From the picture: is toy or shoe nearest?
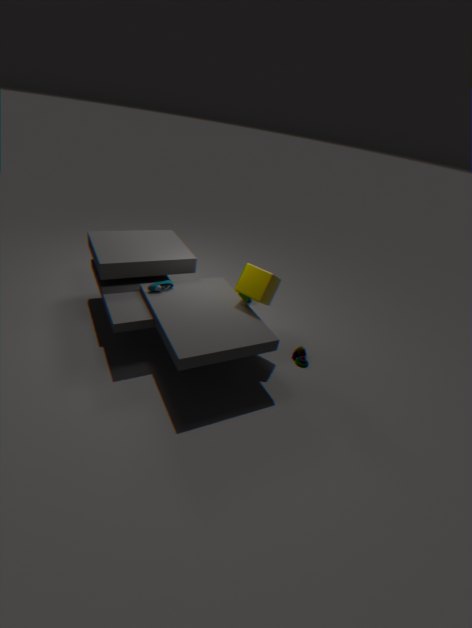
shoe
